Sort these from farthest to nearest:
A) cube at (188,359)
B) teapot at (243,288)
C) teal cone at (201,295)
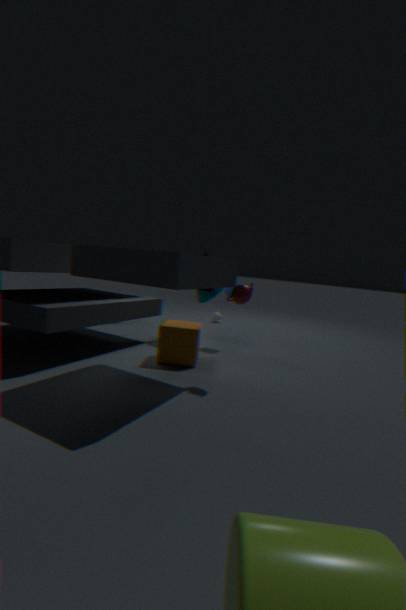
teal cone at (201,295), cube at (188,359), teapot at (243,288)
